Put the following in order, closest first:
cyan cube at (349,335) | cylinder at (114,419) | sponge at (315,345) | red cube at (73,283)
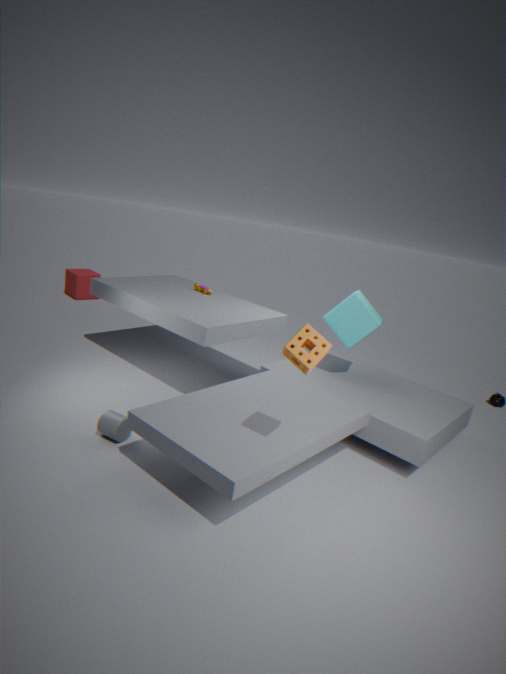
sponge at (315,345) < cylinder at (114,419) < cyan cube at (349,335) < red cube at (73,283)
